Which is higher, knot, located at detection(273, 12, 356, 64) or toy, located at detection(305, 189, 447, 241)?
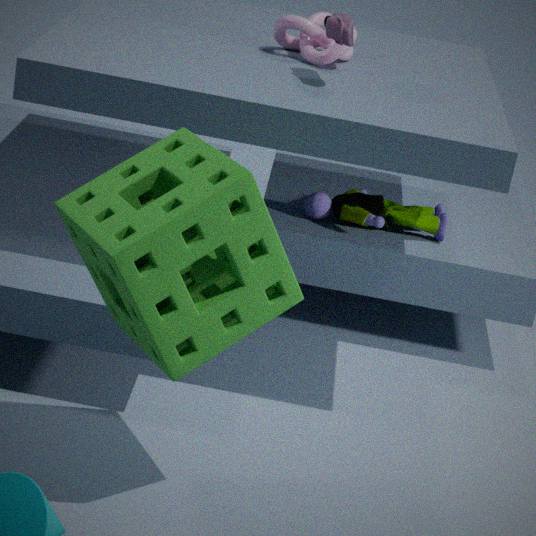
knot, located at detection(273, 12, 356, 64)
